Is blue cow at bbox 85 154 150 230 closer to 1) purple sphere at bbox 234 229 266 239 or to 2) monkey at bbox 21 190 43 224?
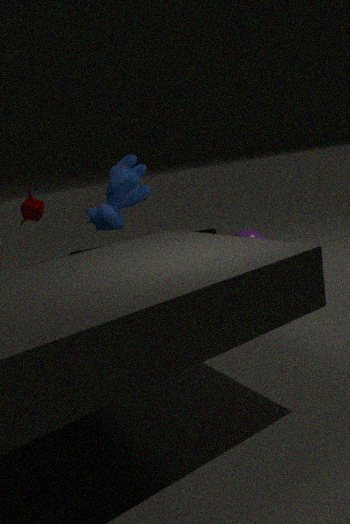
2) monkey at bbox 21 190 43 224
